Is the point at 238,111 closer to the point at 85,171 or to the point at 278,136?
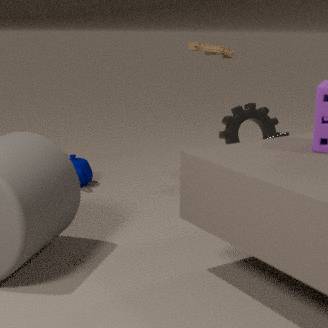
the point at 278,136
